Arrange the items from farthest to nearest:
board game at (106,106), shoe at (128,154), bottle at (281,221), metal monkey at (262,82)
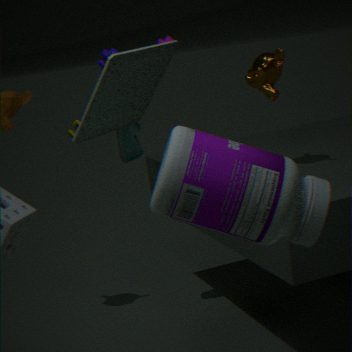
shoe at (128,154)
metal monkey at (262,82)
board game at (106,106)
bottle at (281,221)
